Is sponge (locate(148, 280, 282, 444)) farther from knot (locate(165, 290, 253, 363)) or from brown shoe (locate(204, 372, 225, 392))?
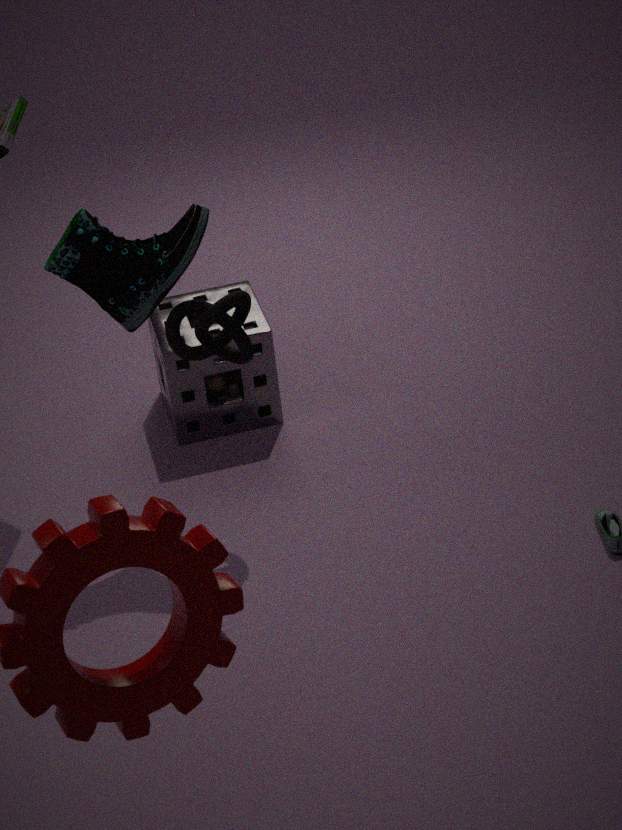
knot (locate(165, 290, 253, 363))
